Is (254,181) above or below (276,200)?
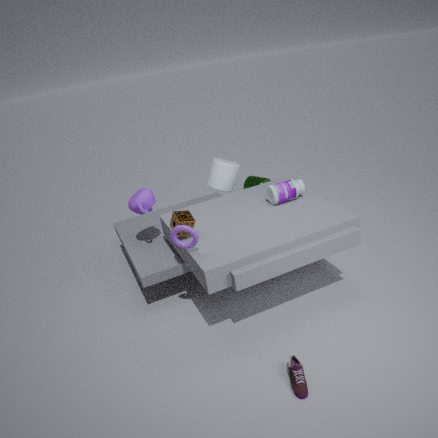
below
